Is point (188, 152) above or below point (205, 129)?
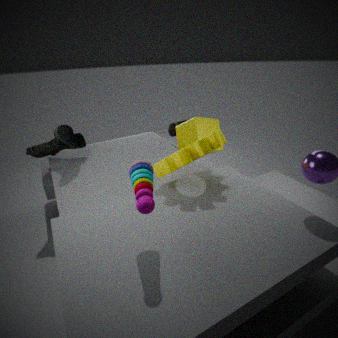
above
